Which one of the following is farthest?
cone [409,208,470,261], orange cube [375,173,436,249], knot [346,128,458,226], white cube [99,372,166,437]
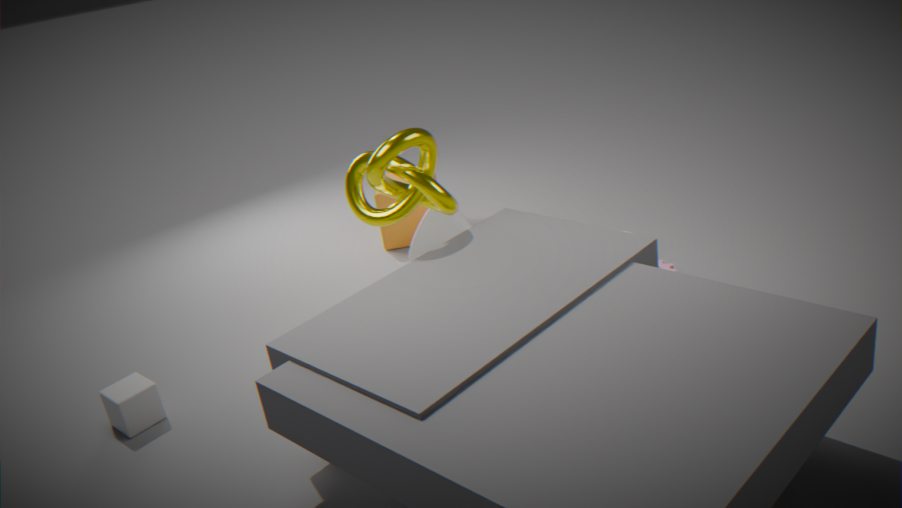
orange cube [375,173,436,249]
